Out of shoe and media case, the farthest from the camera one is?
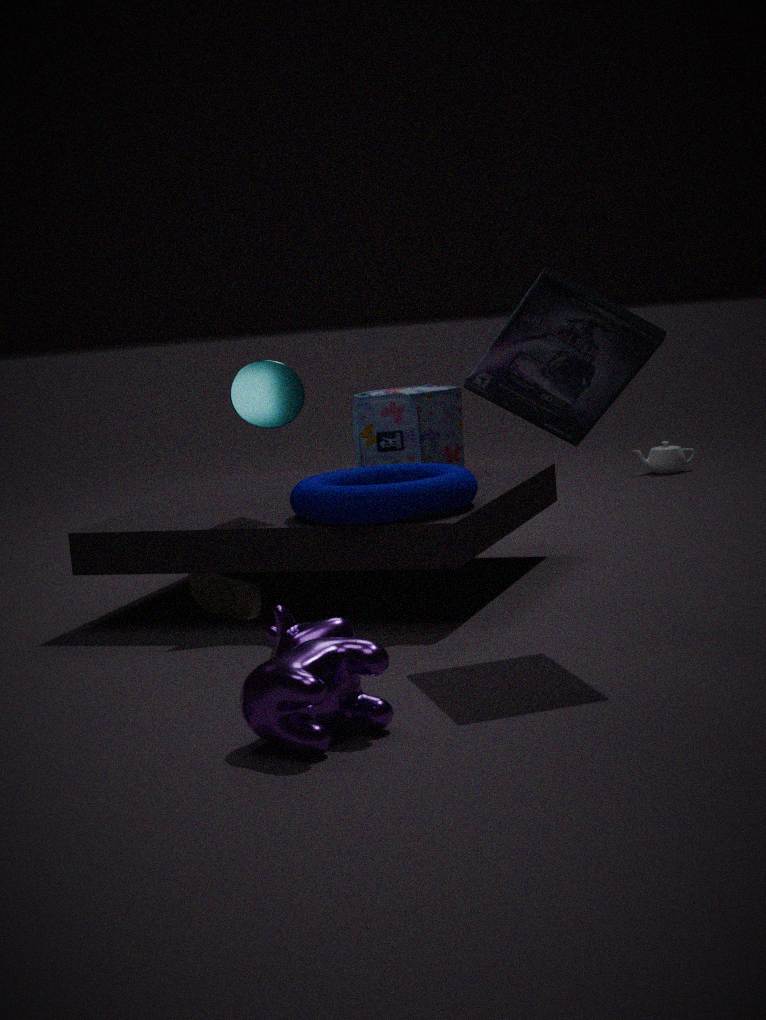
shoe
